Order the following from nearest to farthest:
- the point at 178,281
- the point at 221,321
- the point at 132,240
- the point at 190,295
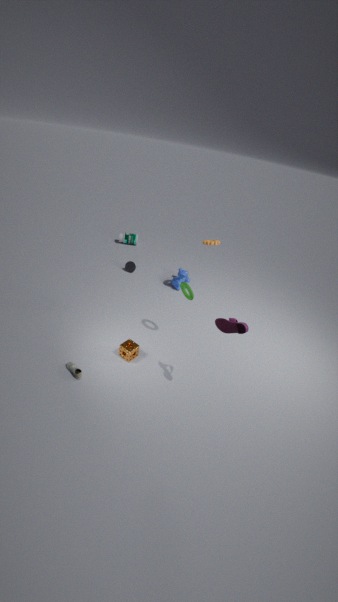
1. the point at 221,321
2. the point at 190,295
3. the point at 178,281
4. the point at 132,240
